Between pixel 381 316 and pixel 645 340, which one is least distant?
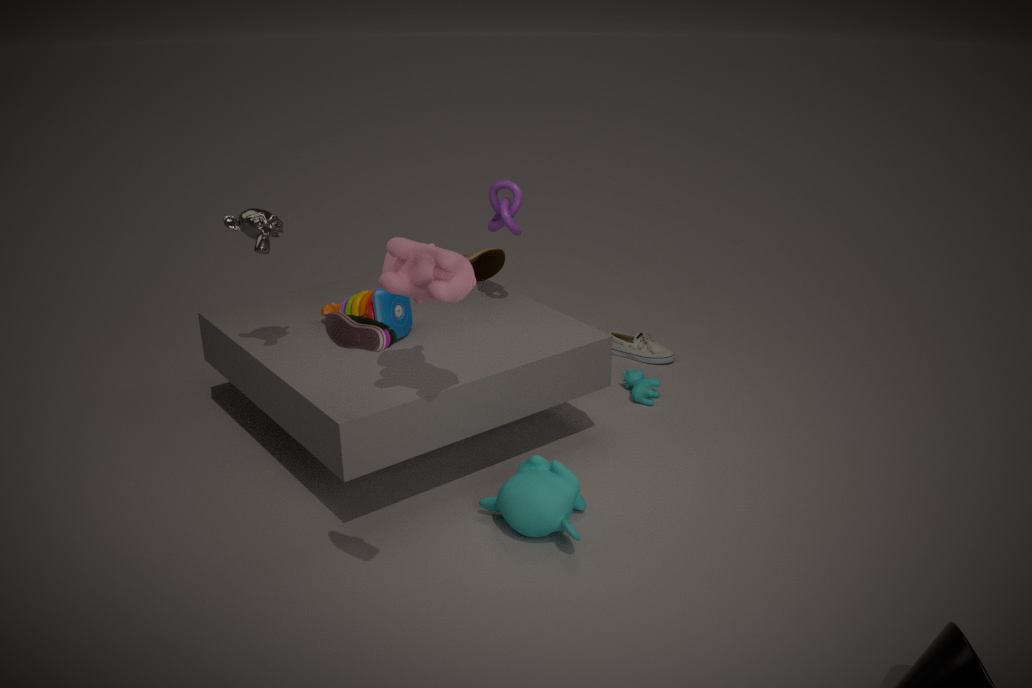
pixel 381 316
